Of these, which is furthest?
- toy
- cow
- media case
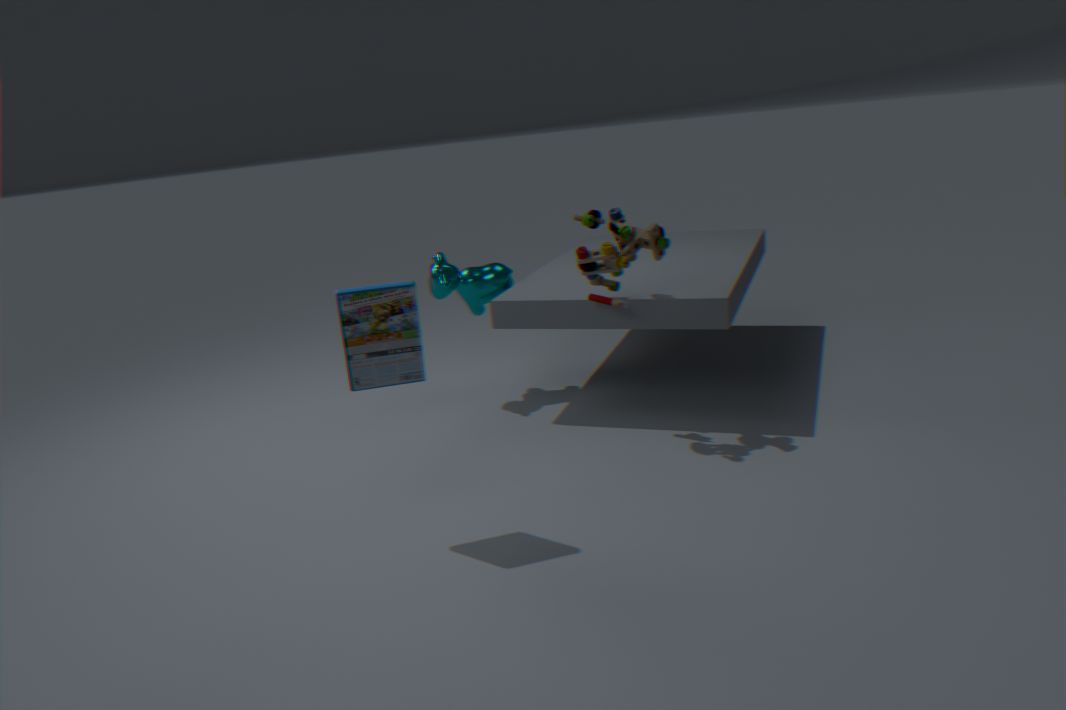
cow
